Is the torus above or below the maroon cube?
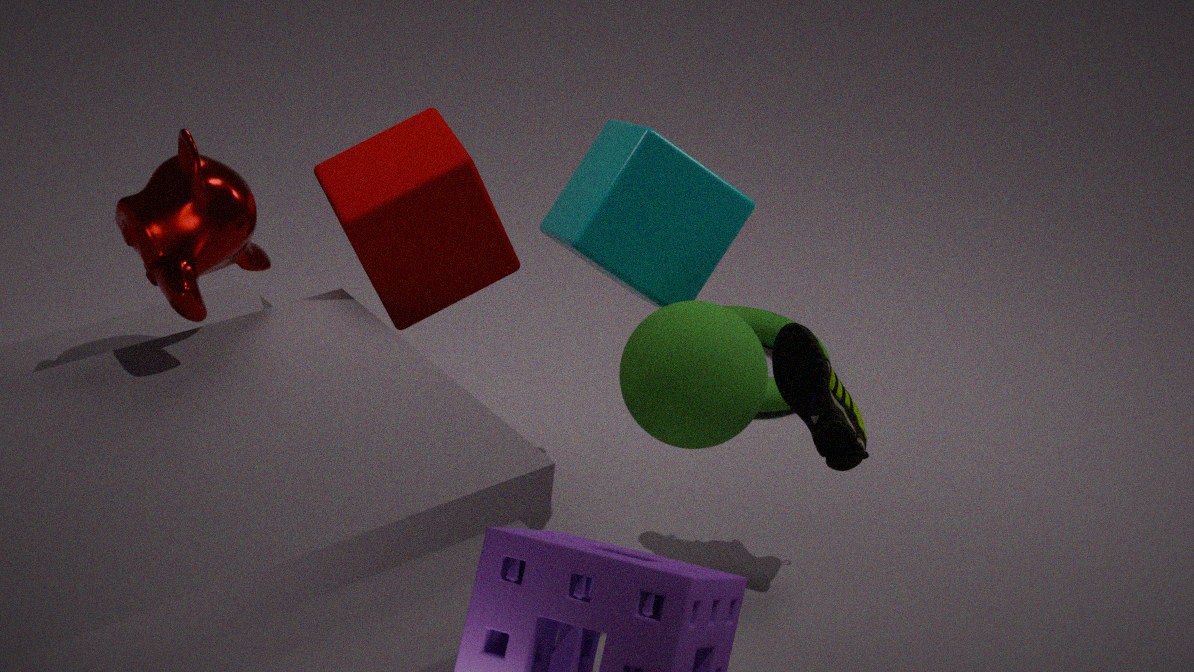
below
